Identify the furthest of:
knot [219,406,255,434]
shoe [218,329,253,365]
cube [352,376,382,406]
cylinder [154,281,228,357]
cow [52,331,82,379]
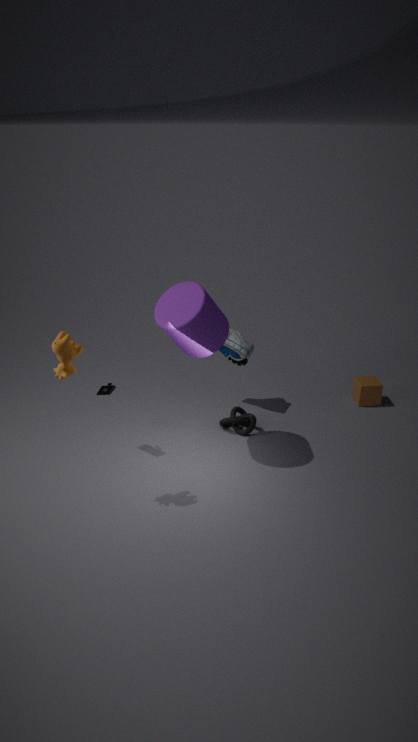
cube [352,376,382,406]
